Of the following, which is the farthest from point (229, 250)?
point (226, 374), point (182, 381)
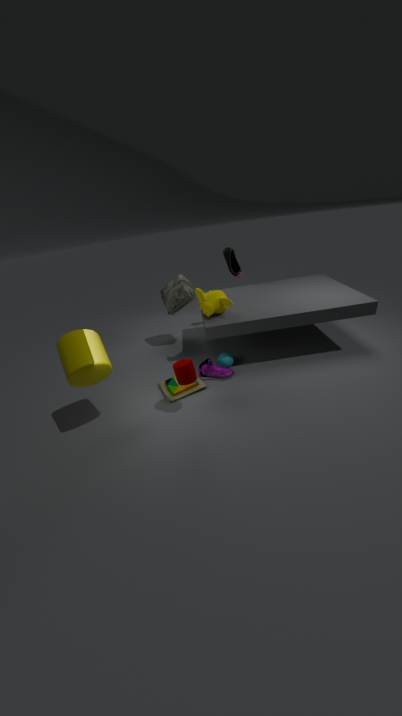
point (182, 381)
